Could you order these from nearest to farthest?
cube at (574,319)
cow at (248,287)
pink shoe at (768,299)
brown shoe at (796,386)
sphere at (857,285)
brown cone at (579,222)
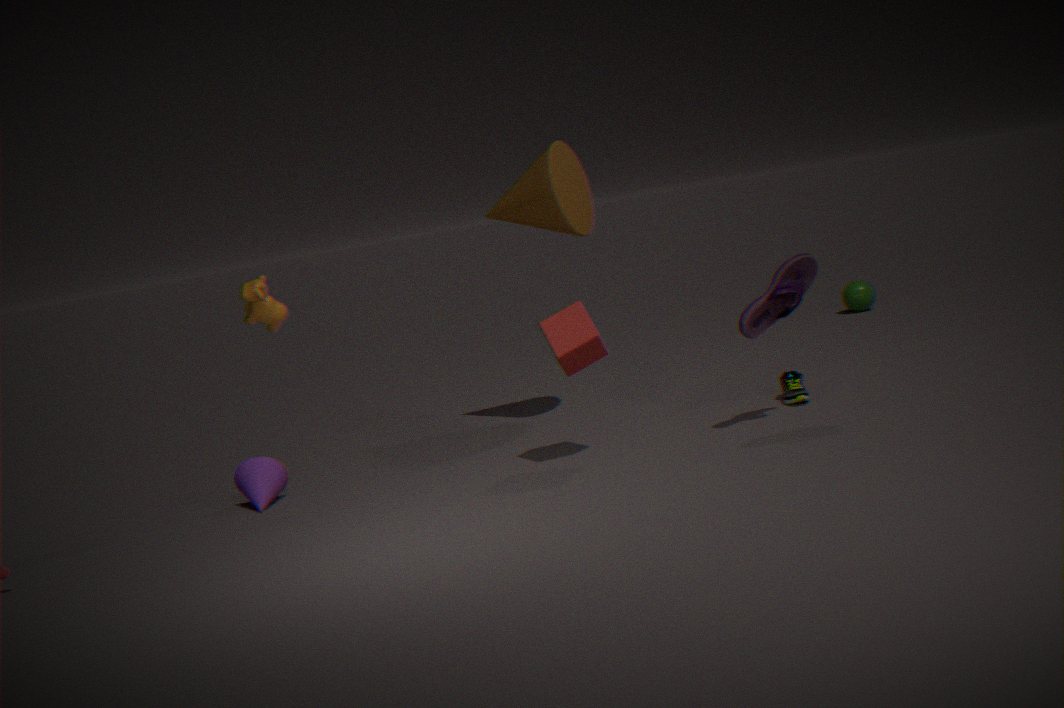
cube at (574,319), pink shoe at (768,299), cow at (248,287), brown shoe at (796,386), brown cone at (579,222), sphere at (857,285)
